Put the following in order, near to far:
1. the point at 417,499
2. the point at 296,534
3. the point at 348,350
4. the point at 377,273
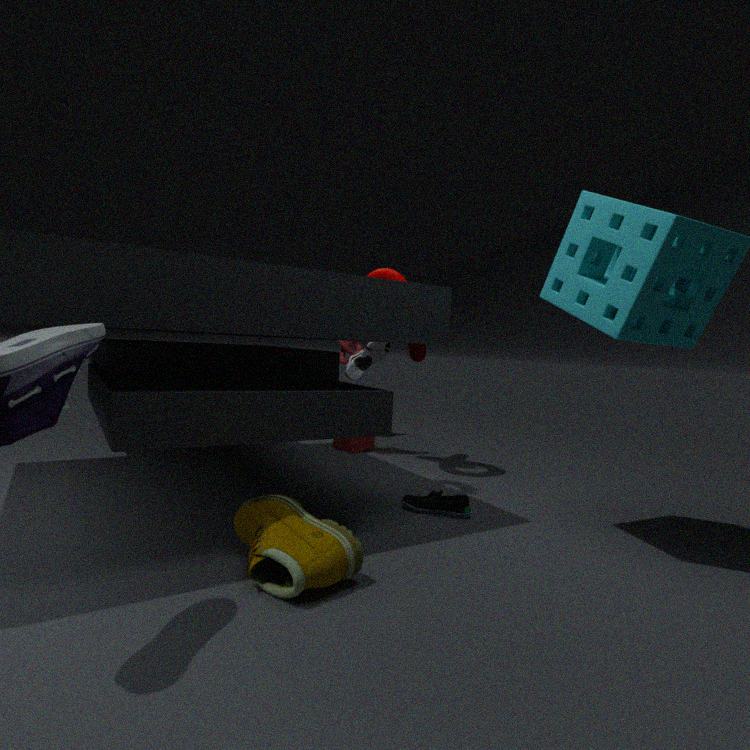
the point at 296,534
the point at 417,499
the point at 377,273
the point at 348,350
